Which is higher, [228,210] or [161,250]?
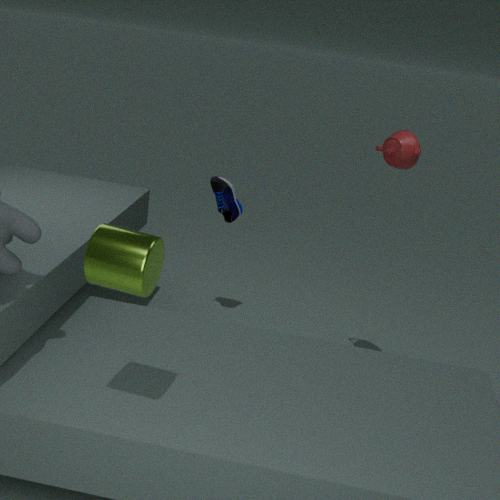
[161,250]
